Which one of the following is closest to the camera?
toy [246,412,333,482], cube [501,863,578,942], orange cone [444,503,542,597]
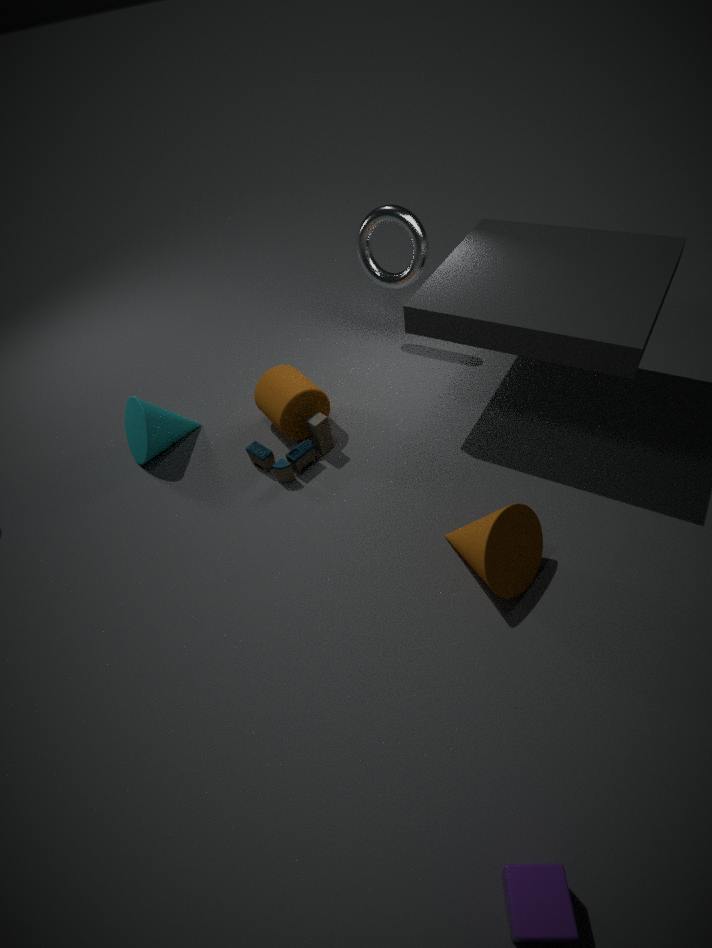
cube [501,863,578,942]
